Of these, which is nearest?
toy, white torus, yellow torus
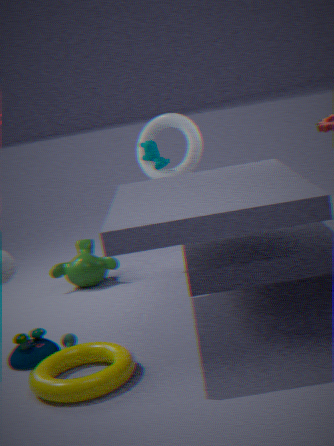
yellow torus
